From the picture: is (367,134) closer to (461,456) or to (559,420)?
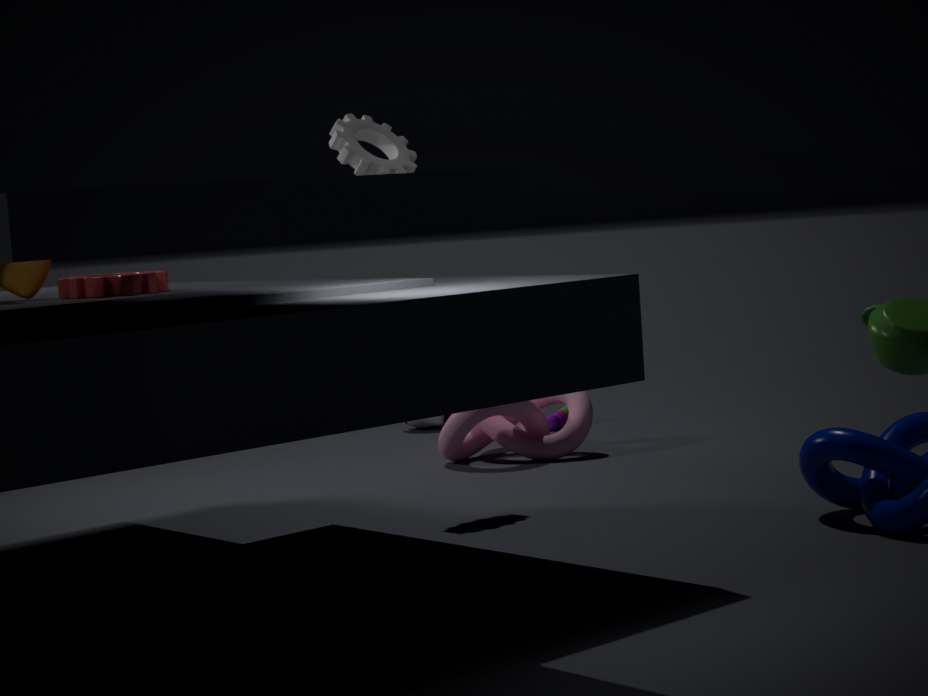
(461,456)
